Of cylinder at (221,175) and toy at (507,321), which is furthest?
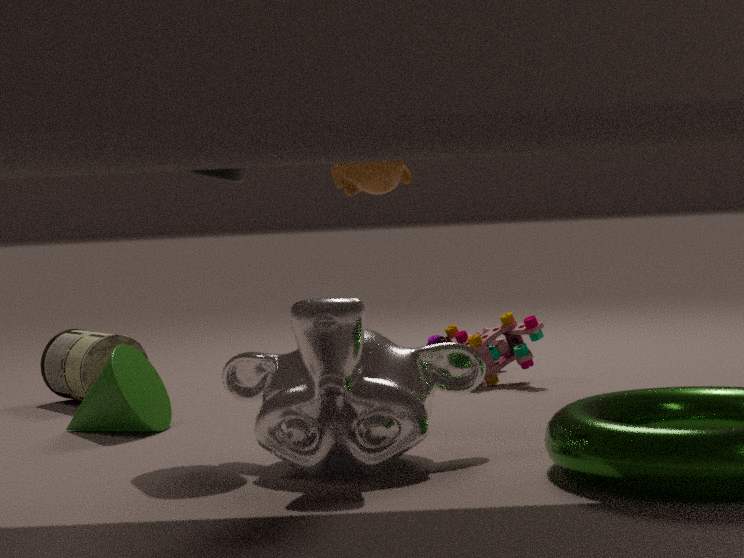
toy at (507,321)
